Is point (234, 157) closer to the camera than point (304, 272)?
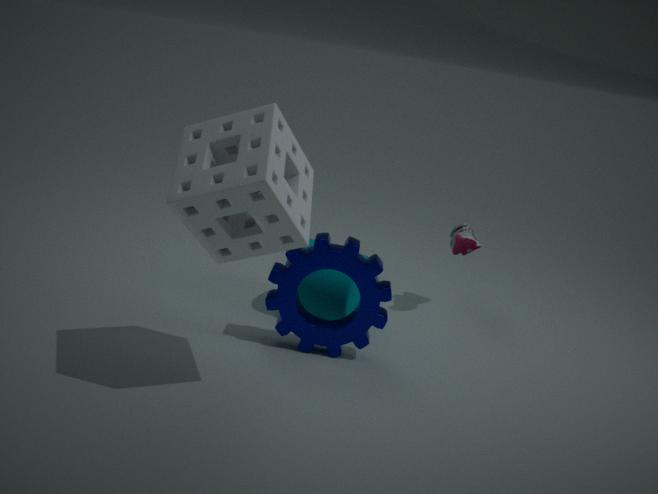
Yes
